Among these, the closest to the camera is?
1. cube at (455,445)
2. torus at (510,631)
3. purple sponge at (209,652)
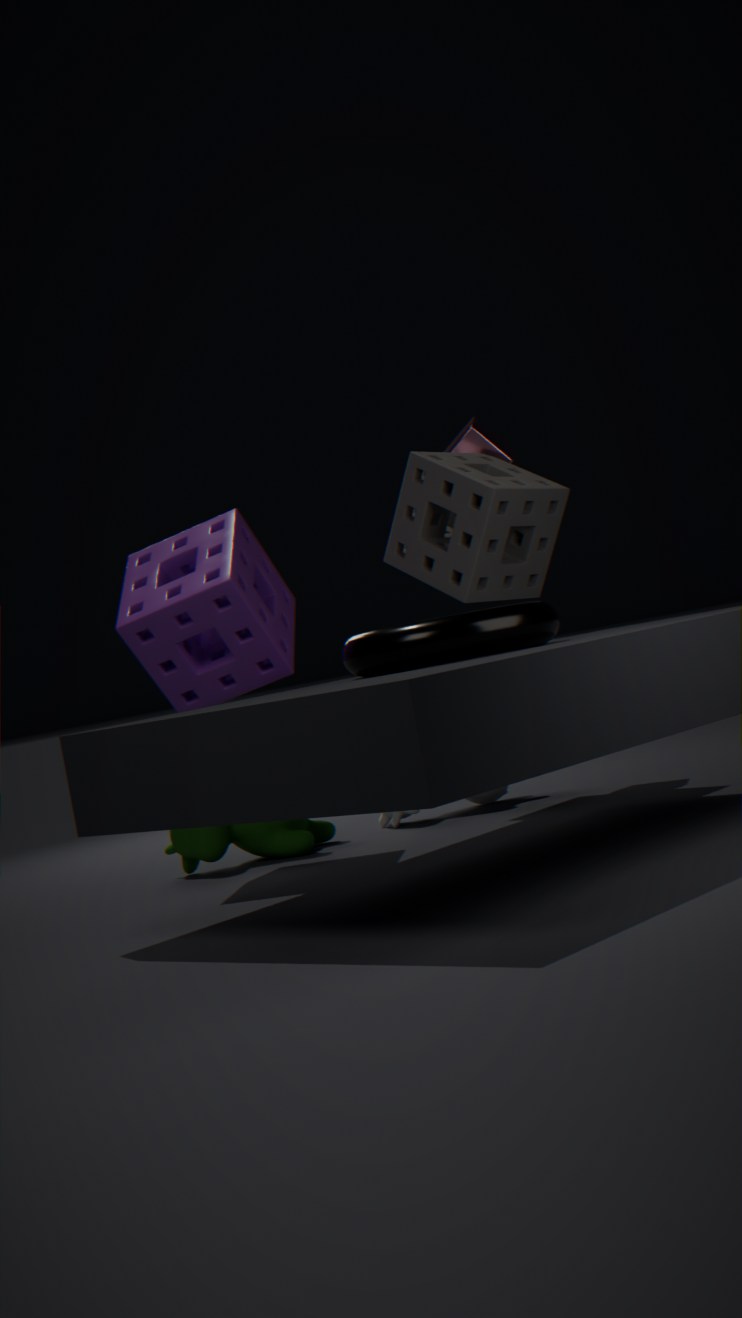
torus at (510,631)
